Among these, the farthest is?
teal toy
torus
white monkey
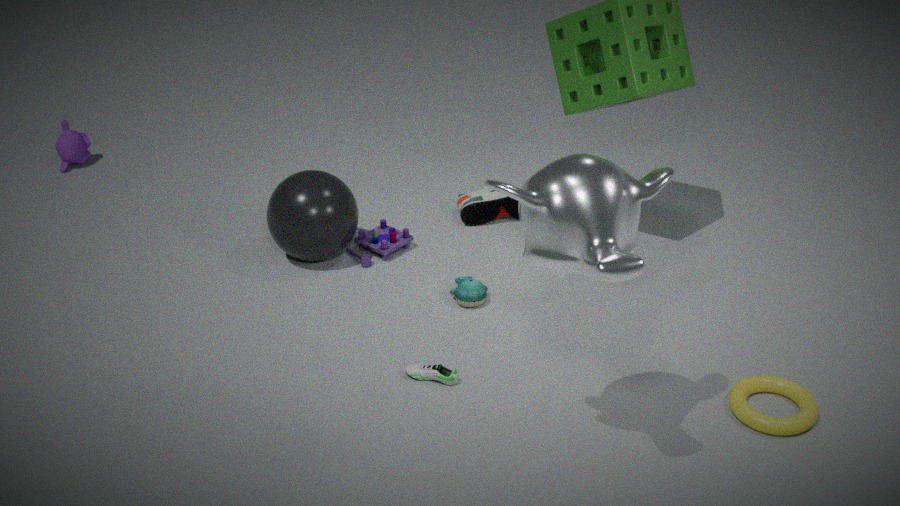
teal toy
